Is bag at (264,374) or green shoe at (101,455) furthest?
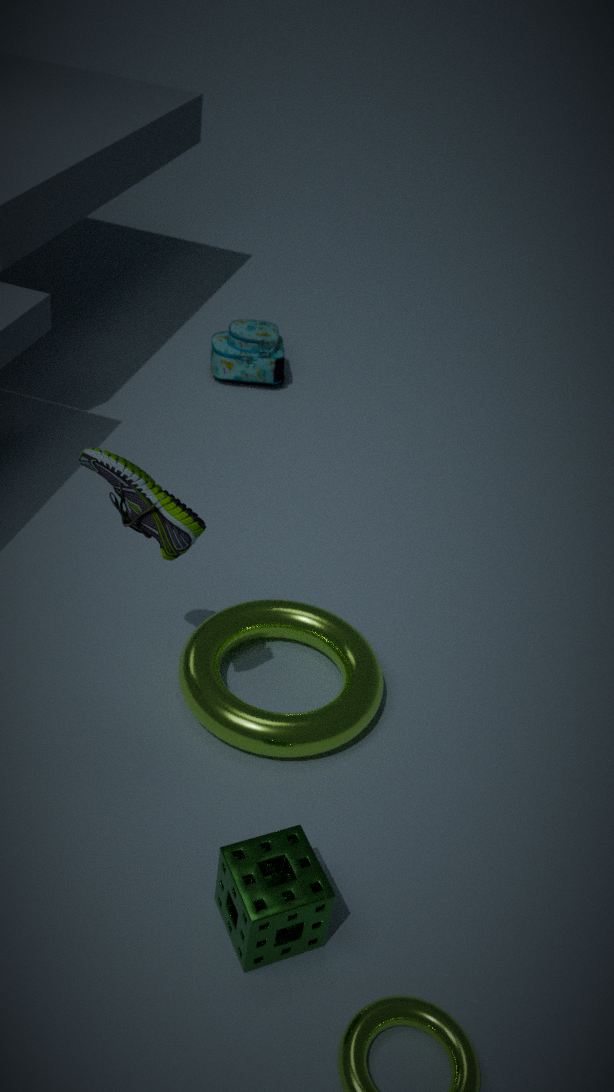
bag at (264,374)
